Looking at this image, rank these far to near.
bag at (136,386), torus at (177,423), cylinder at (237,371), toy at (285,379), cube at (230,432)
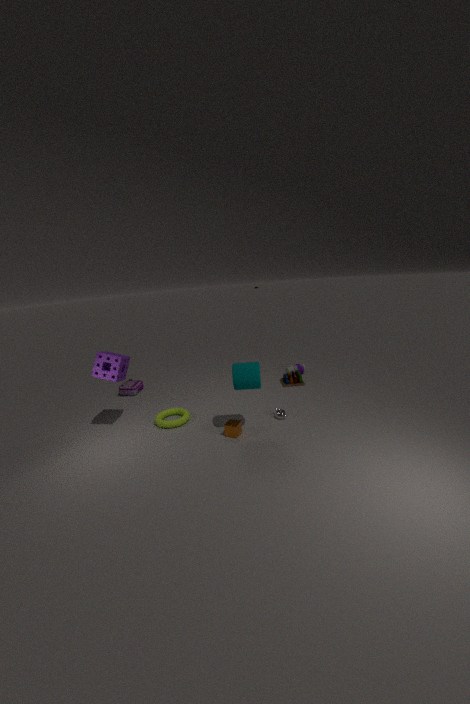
bag at (136,386) → toy at (285,379) → torus at (177,423) → cube at (230,432) → cylinder at (237,371)
